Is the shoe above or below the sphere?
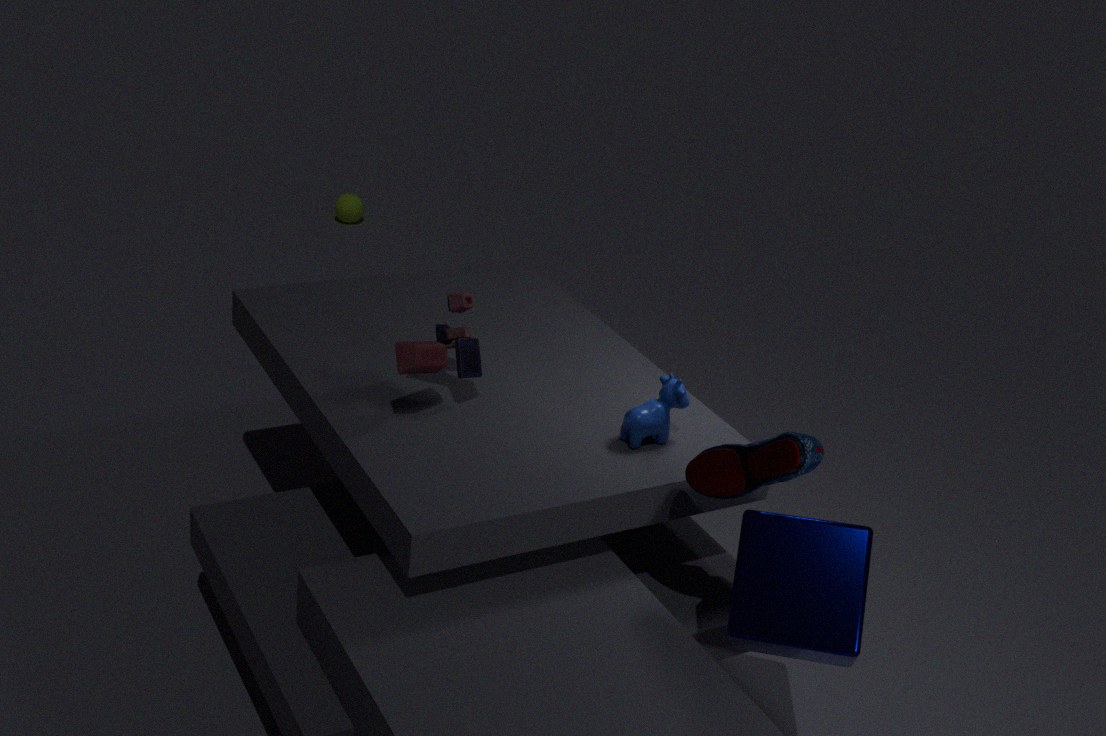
above
